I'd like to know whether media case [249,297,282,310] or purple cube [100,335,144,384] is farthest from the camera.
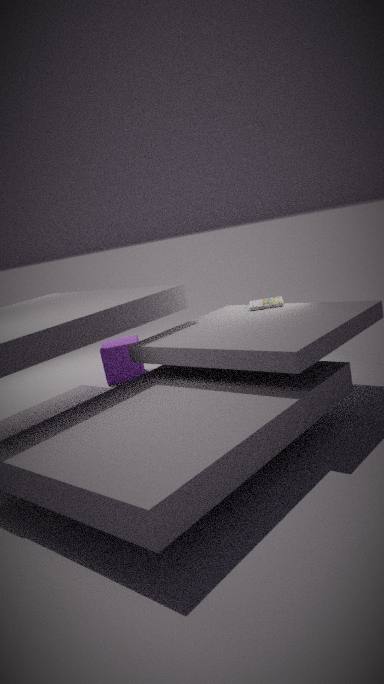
purple cube [100,335,144,384]
